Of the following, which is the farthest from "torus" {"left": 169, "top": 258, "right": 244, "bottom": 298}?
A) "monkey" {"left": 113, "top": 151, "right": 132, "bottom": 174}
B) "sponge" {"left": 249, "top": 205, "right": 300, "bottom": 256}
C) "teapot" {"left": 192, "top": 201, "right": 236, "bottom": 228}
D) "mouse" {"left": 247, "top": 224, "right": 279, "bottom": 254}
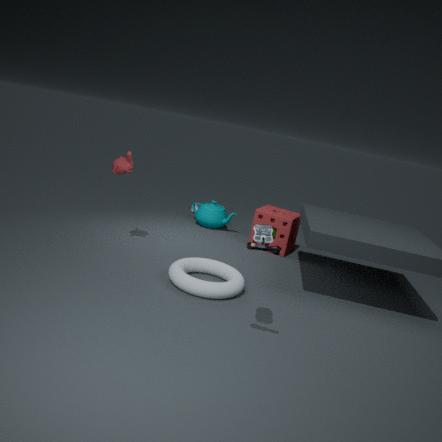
"teapot" {"left": 192, "top": 201, "right": 236, "bottom": 228}
